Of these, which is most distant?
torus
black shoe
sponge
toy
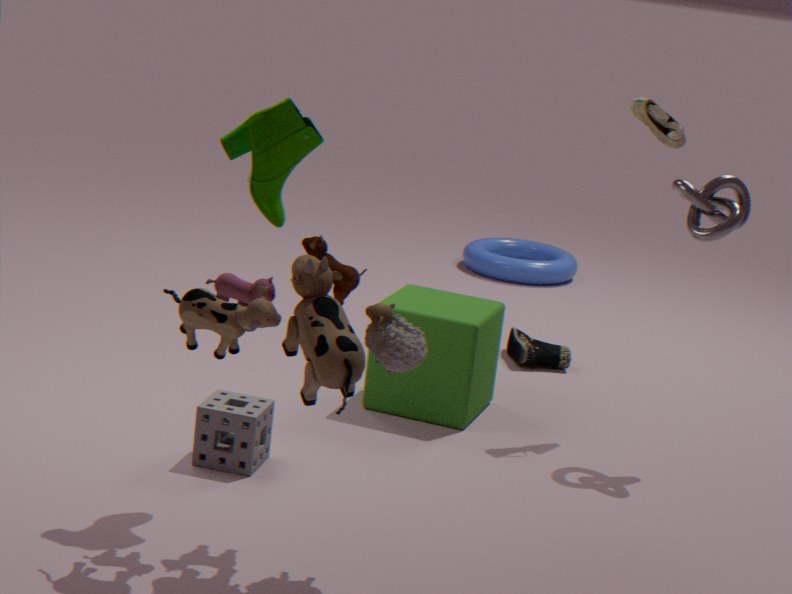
torus
